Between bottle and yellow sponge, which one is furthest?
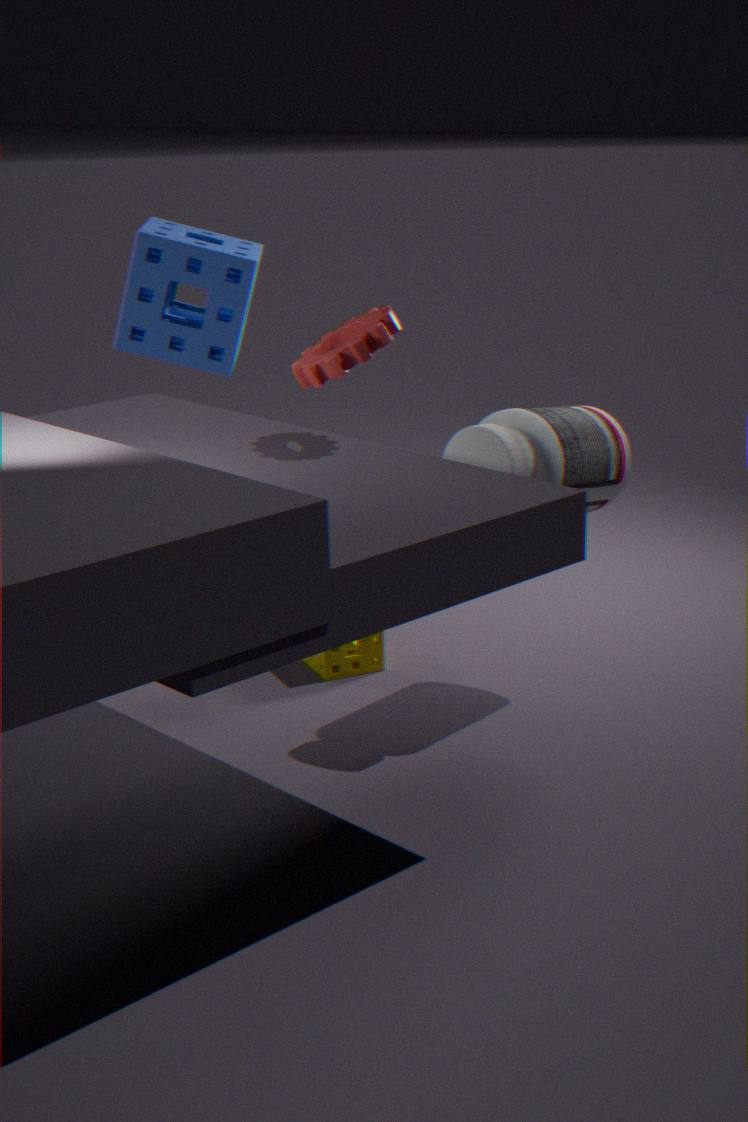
yellow sponge
